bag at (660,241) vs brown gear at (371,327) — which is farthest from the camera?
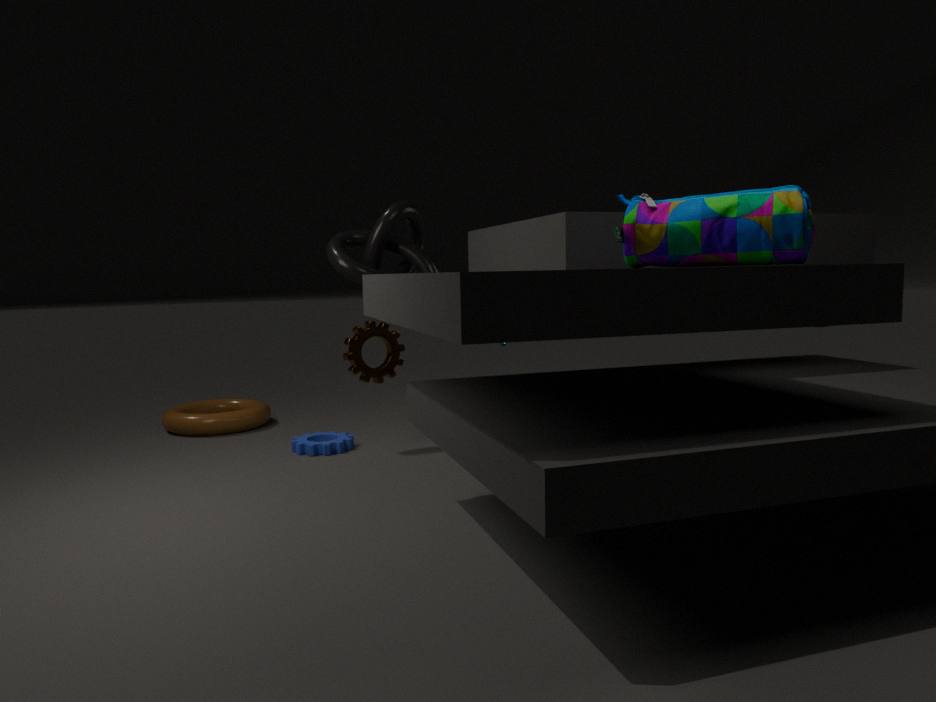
brown gear at (371,327)
